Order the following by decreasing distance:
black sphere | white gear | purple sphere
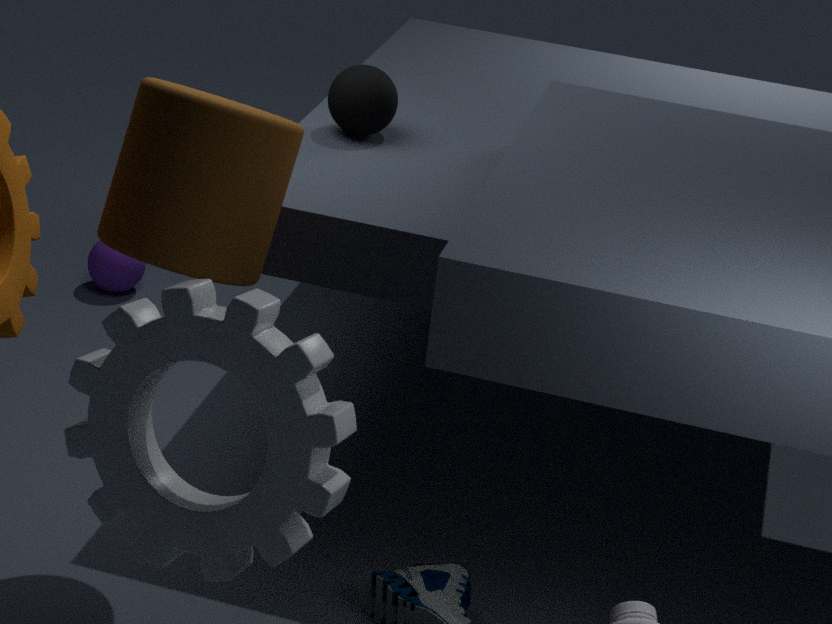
purple sphere
black sphere
white gear
